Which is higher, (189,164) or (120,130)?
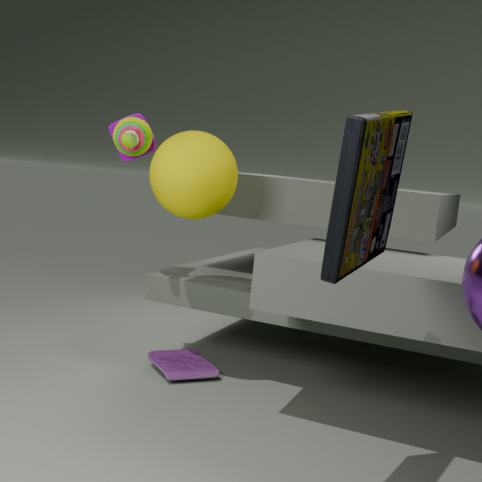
(120,130)
